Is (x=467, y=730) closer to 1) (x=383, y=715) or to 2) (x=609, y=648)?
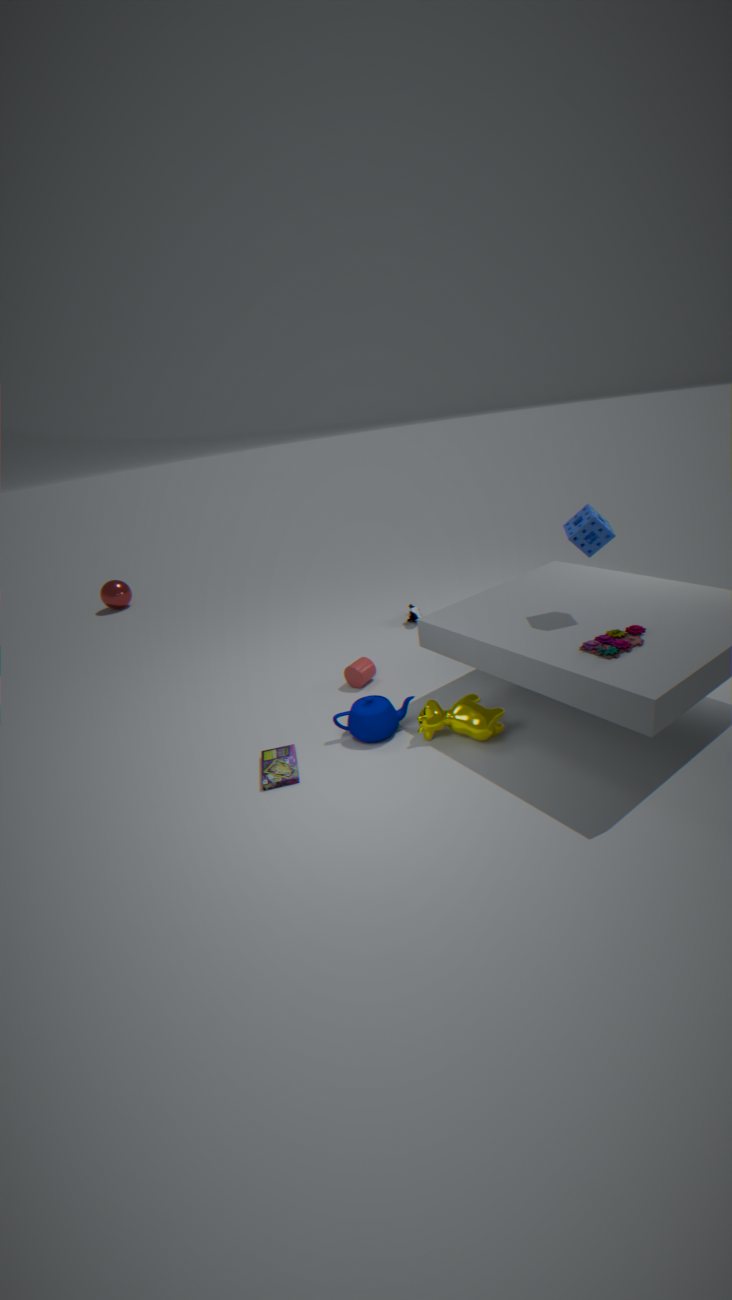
1) (x=383, y=715)
